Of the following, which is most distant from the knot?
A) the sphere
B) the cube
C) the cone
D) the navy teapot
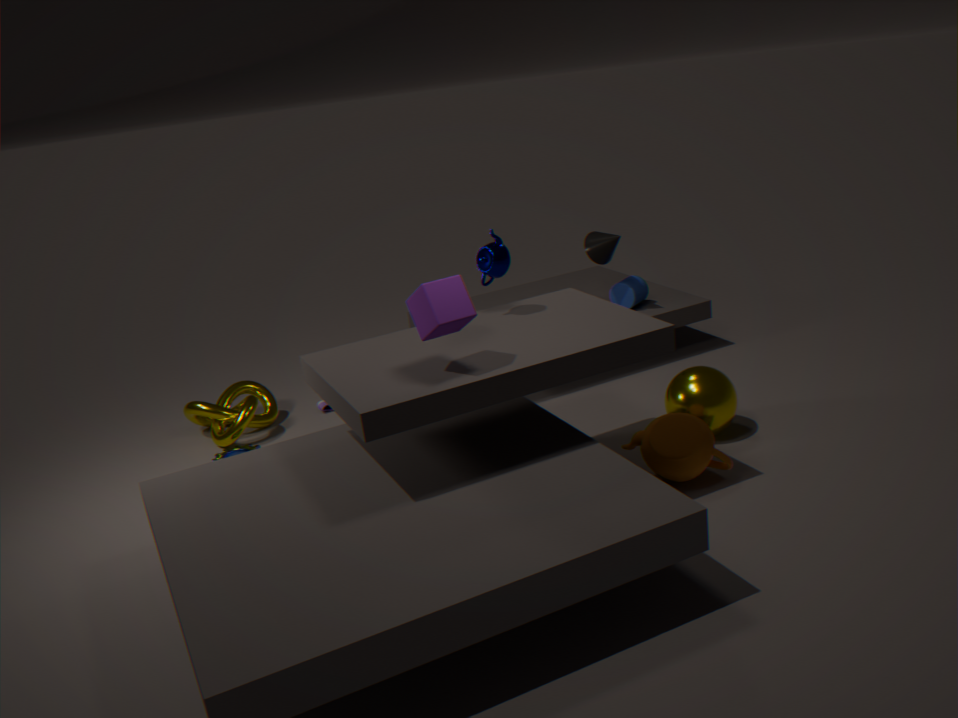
the sphere
